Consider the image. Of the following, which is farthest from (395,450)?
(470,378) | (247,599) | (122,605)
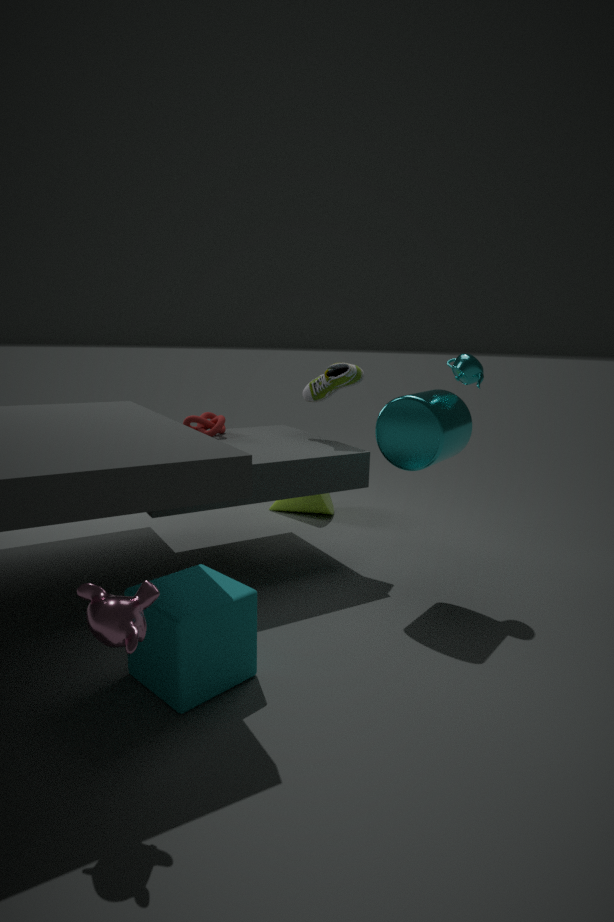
(122,605)
